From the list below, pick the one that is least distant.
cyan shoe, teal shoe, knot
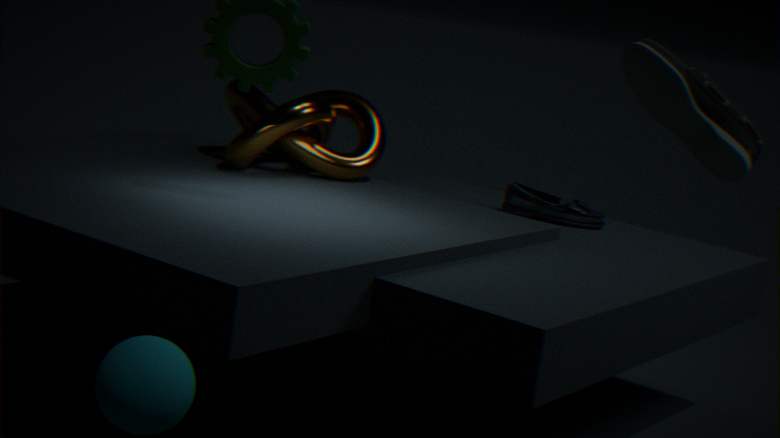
teal shoe
